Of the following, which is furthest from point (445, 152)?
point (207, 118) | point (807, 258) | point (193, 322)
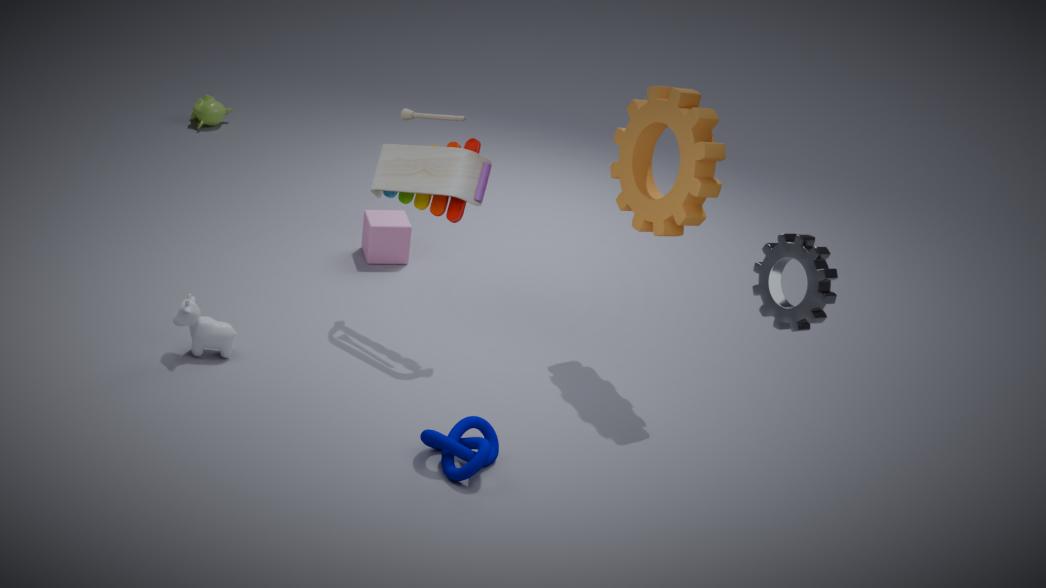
point (207, 118)
